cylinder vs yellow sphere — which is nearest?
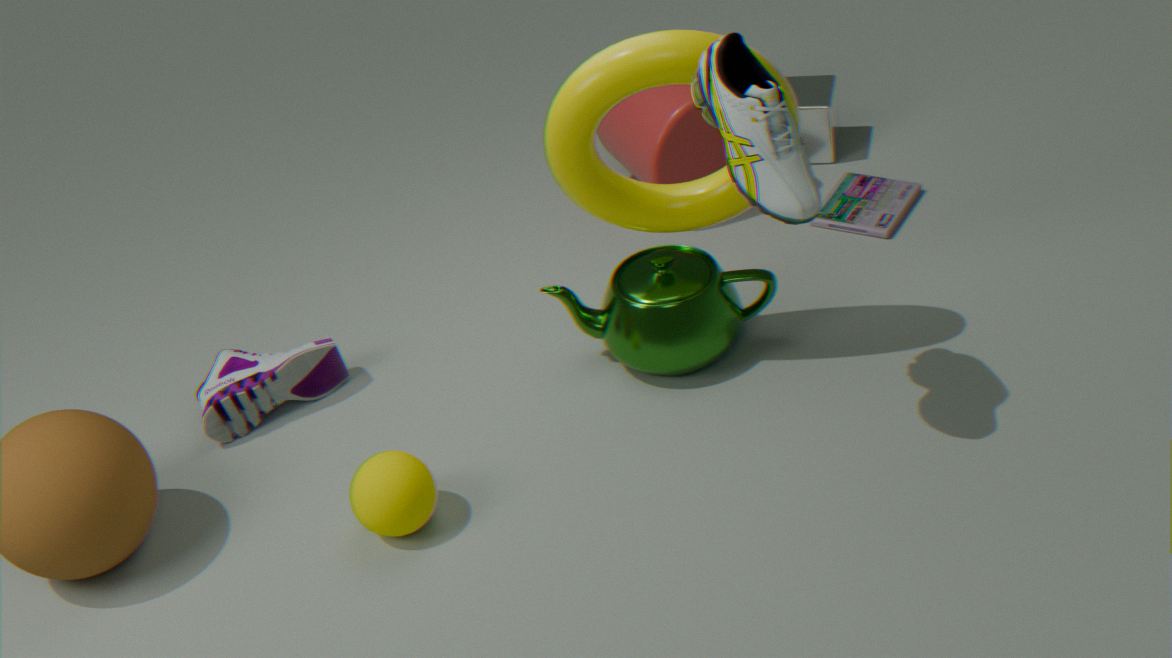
yellow sphere
